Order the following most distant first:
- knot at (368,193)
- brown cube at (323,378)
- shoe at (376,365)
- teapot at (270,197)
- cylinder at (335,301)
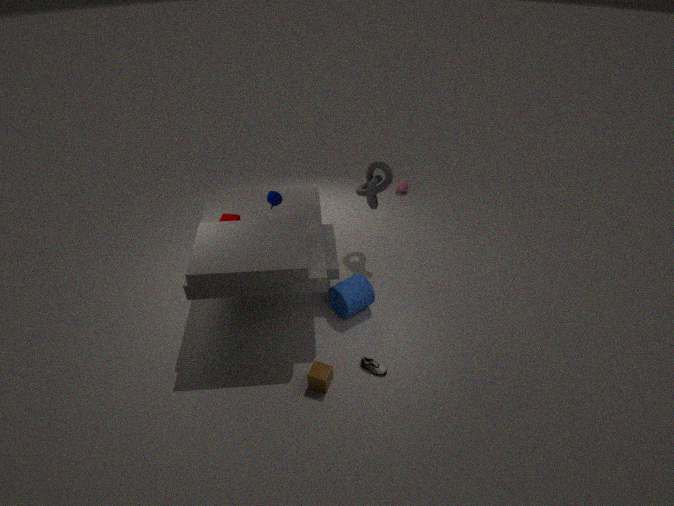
knot at (368,193) → teapot at (270,197) → cylinder at (335,301) → shoe at (376,365) → brown cube at (323,378)
